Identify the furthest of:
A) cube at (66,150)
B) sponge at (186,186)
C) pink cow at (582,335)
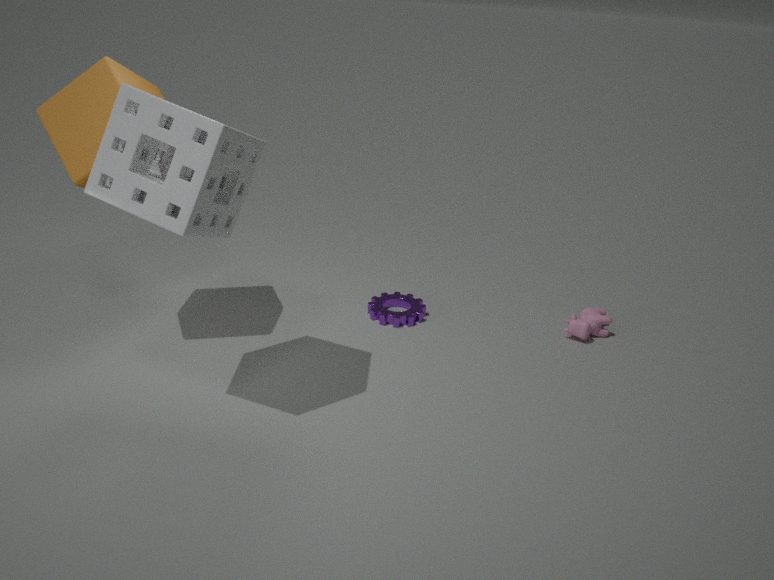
pink cow at (582,335)
